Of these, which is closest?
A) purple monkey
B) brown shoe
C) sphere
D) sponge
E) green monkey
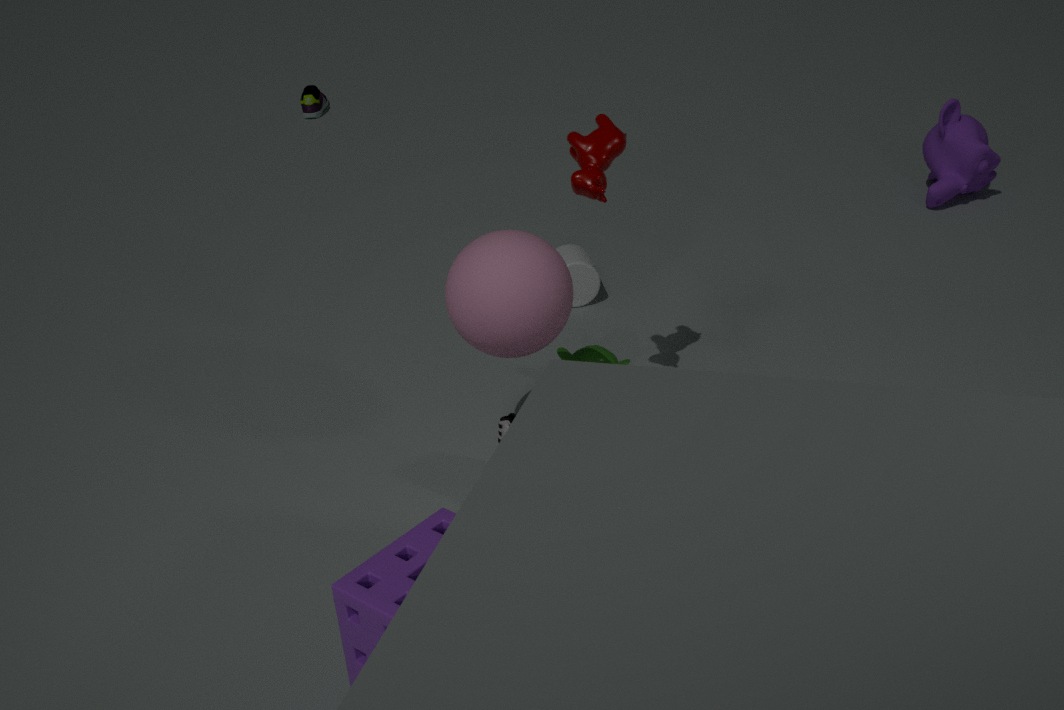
sponge
